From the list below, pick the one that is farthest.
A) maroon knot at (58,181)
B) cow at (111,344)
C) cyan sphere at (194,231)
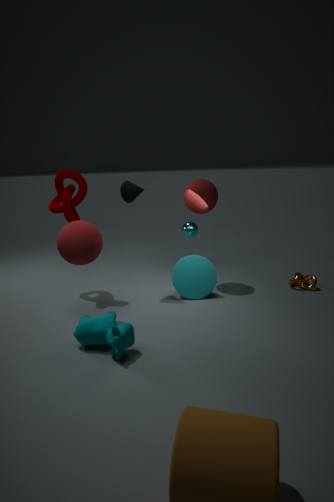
cyan sphere at (194,231)
